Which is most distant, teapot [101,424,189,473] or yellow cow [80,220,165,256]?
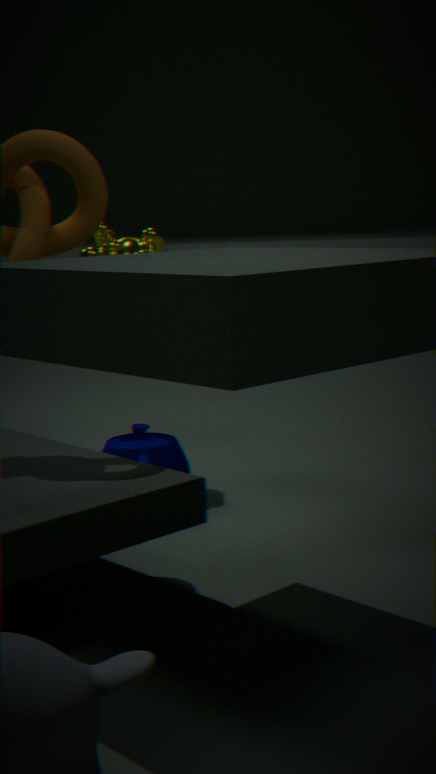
yellow cow [80,220,165,256]
